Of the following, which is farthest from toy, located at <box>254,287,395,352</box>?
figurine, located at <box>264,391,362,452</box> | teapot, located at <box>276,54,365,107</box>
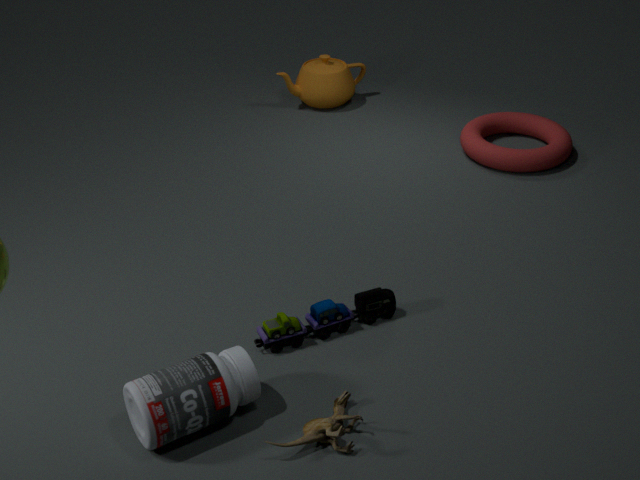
teapot, located at <box>276,54,365,107</box>
